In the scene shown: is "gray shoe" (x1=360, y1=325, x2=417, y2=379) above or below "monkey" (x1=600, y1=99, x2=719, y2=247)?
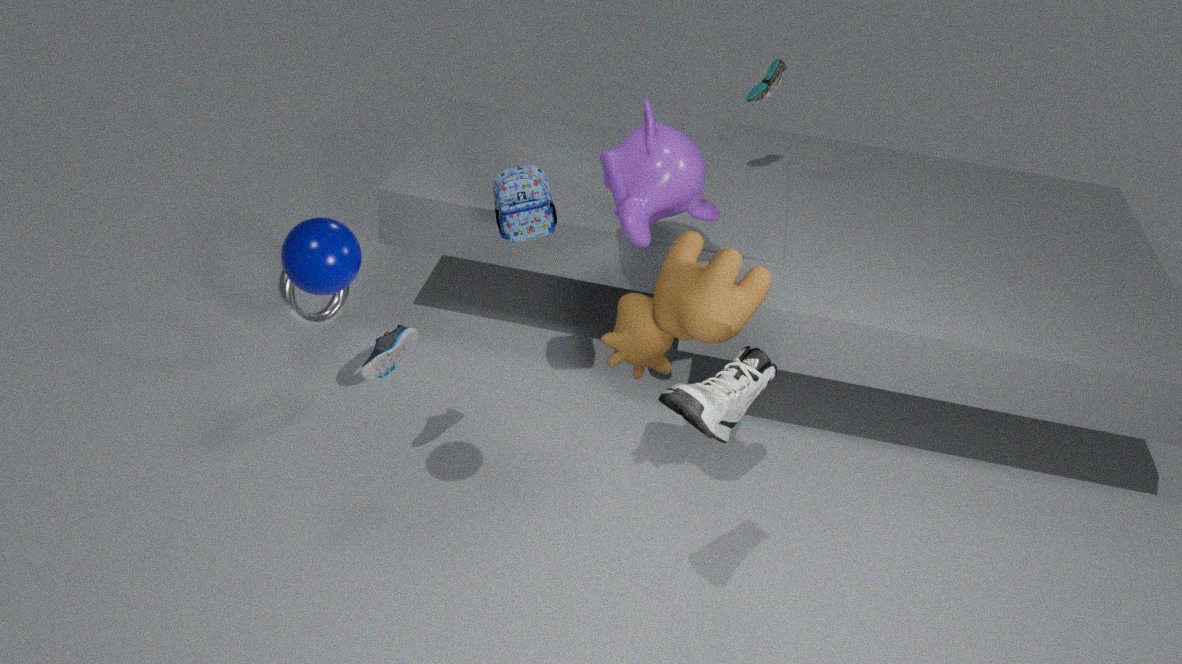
below
